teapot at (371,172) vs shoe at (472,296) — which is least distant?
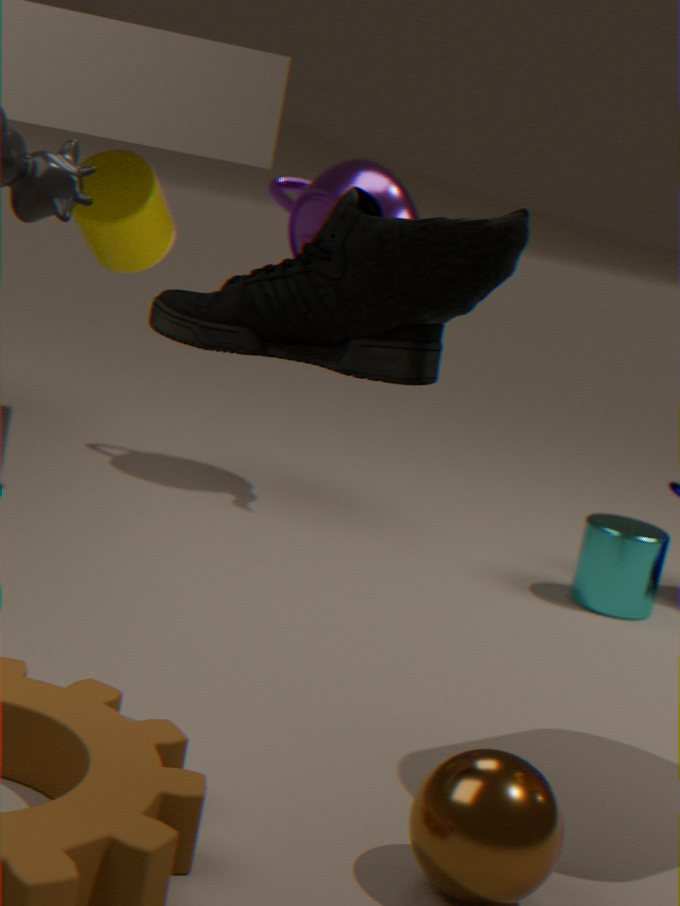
shoe at (472,296)
